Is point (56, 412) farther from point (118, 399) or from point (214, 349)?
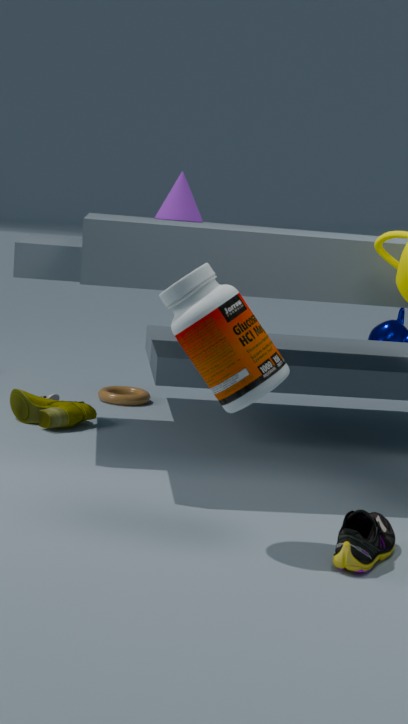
point (214, 349)
